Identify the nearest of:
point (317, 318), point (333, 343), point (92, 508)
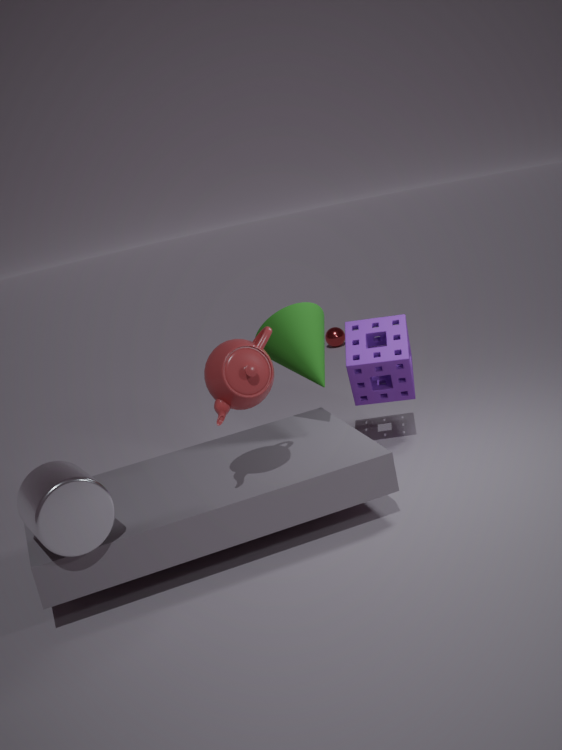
point (92, 508)
